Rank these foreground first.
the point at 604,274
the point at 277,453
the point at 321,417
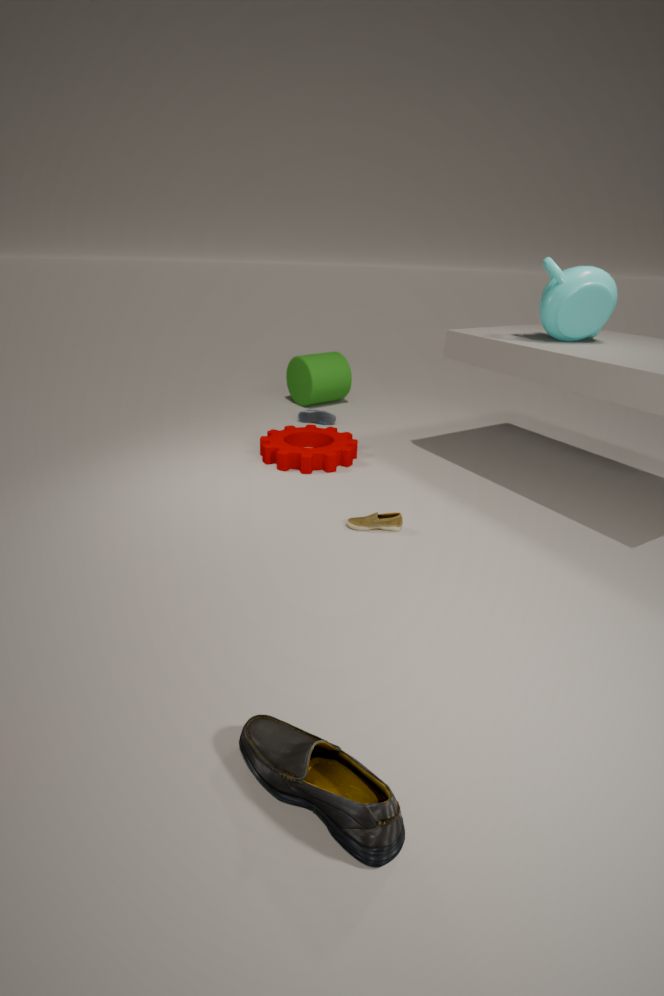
the point at 604,274, the point at 277,453, the point at 321,417
